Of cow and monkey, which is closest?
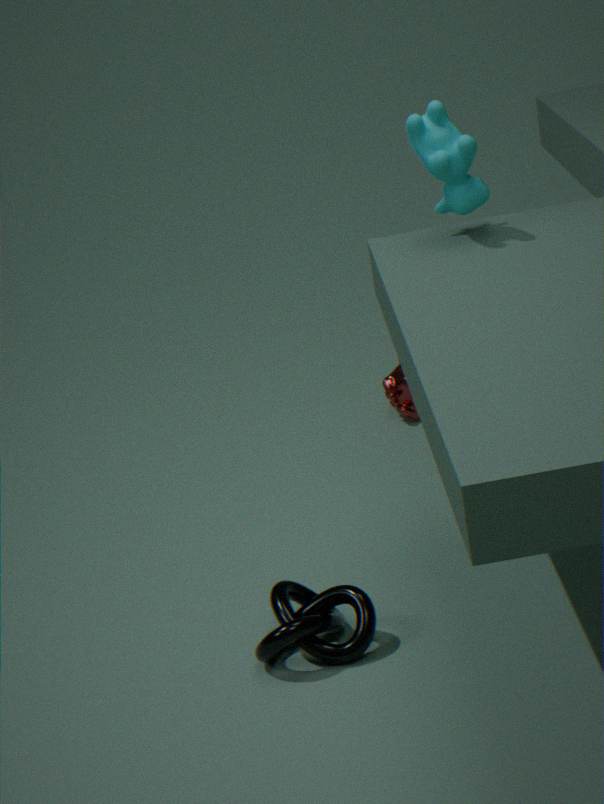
cow
